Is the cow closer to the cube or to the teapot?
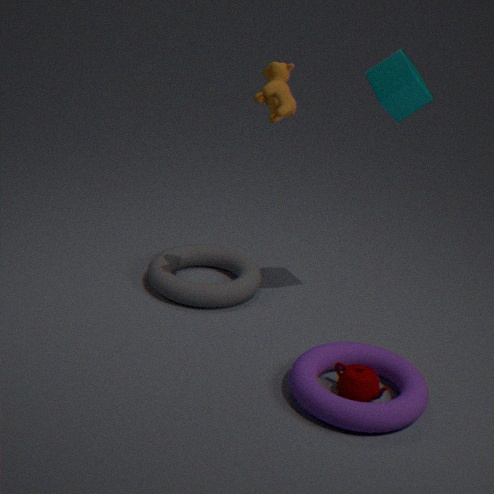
the cube
